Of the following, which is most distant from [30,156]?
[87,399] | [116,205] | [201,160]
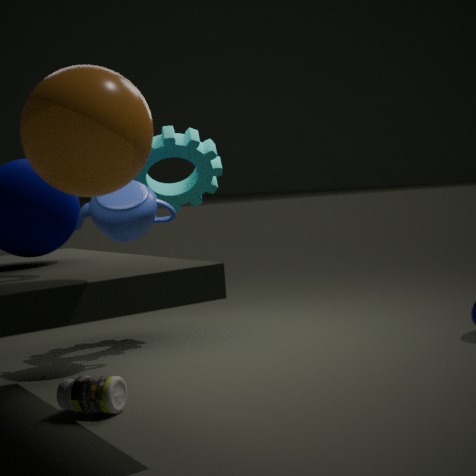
[201,160]
